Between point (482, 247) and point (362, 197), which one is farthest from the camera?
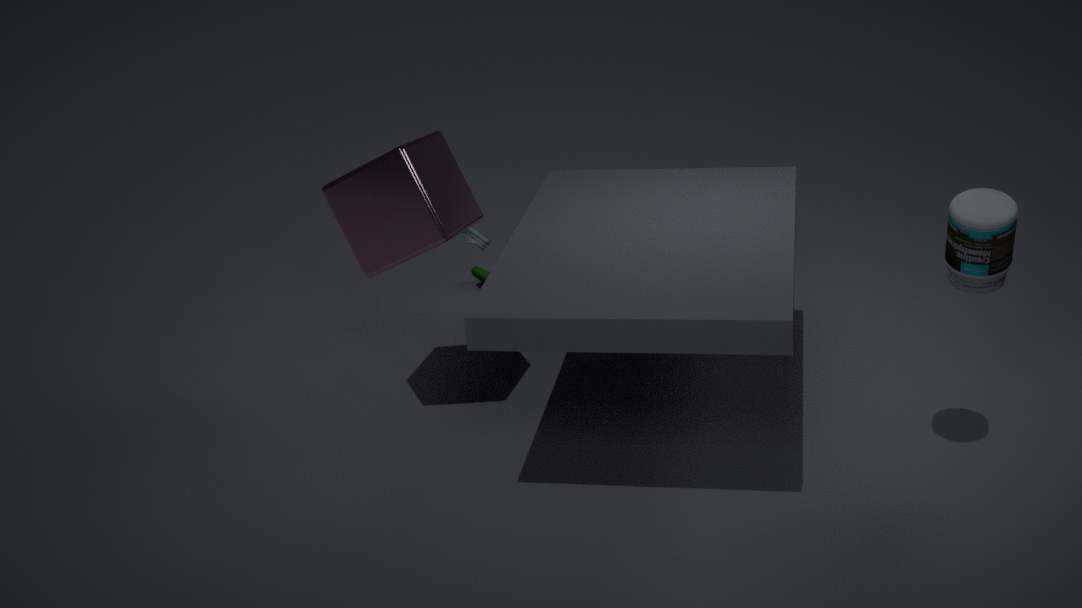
point (482, 247)
